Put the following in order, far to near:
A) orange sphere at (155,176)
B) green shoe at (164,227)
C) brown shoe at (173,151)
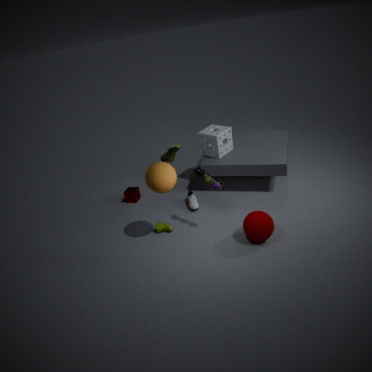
1. brown shoe at (173,151)
2. green shoe at (164,227)
3. orange sphere at (155,176)
